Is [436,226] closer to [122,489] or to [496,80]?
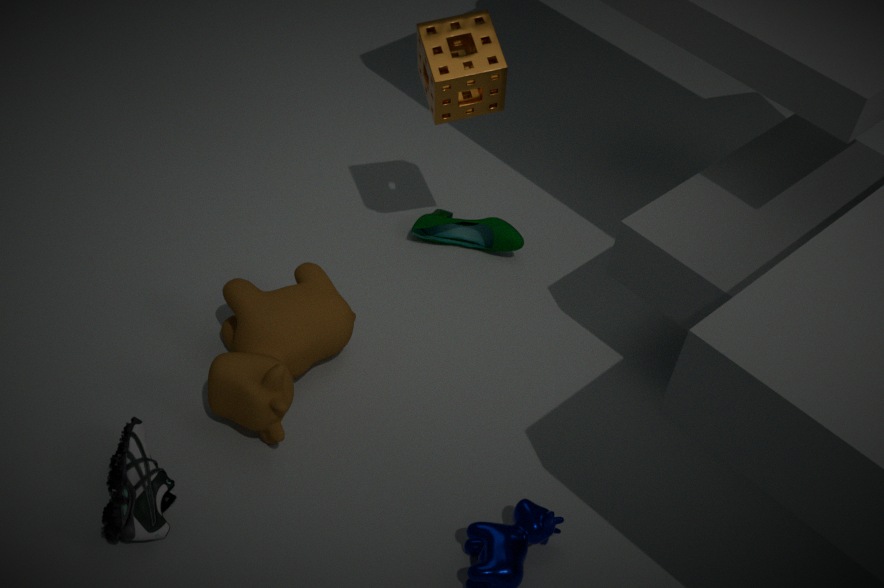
[496,80]
